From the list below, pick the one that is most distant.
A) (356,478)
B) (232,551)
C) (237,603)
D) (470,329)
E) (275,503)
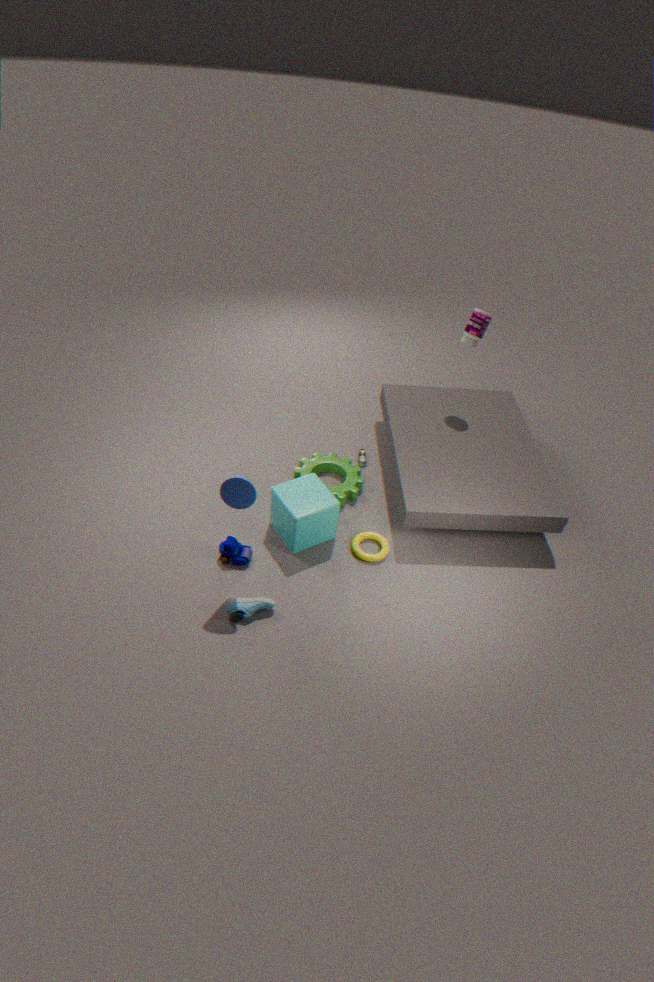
(470,329)
